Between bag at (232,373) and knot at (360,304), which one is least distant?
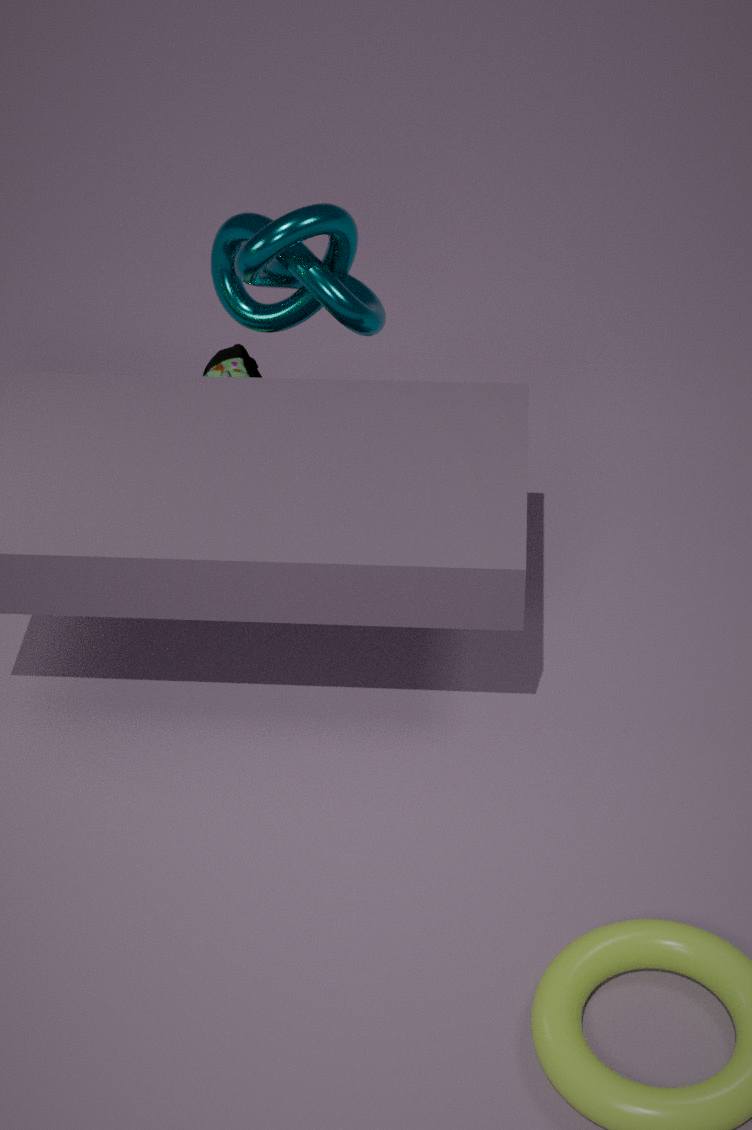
knot at (360,304)
